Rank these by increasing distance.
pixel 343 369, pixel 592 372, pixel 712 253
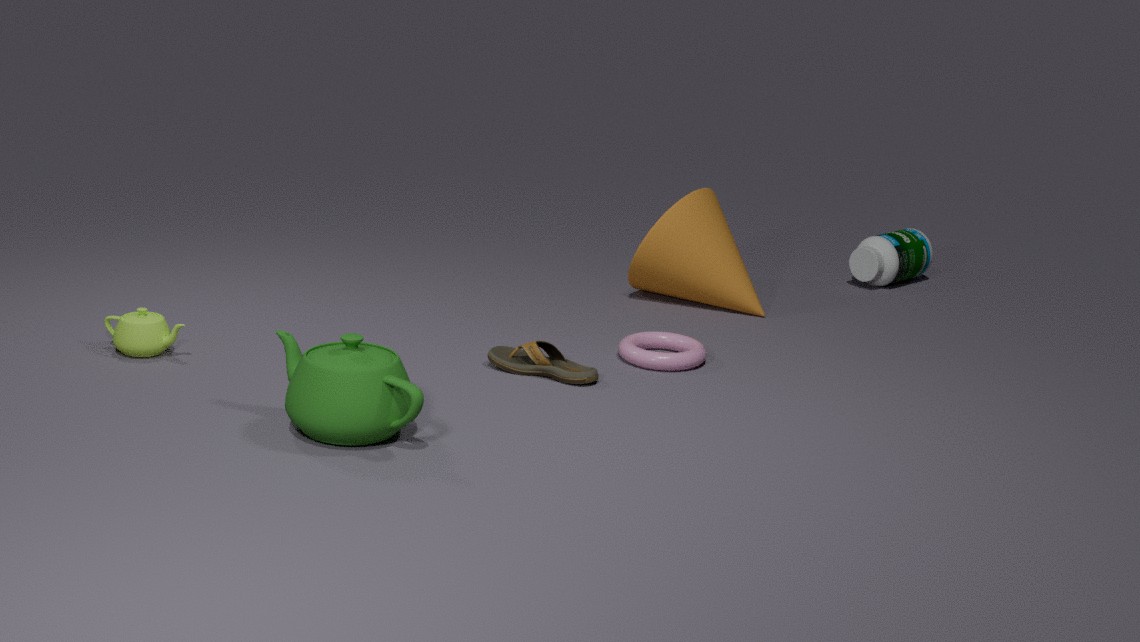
pixel 343 369, pixel 592 372, pixel 712 253
